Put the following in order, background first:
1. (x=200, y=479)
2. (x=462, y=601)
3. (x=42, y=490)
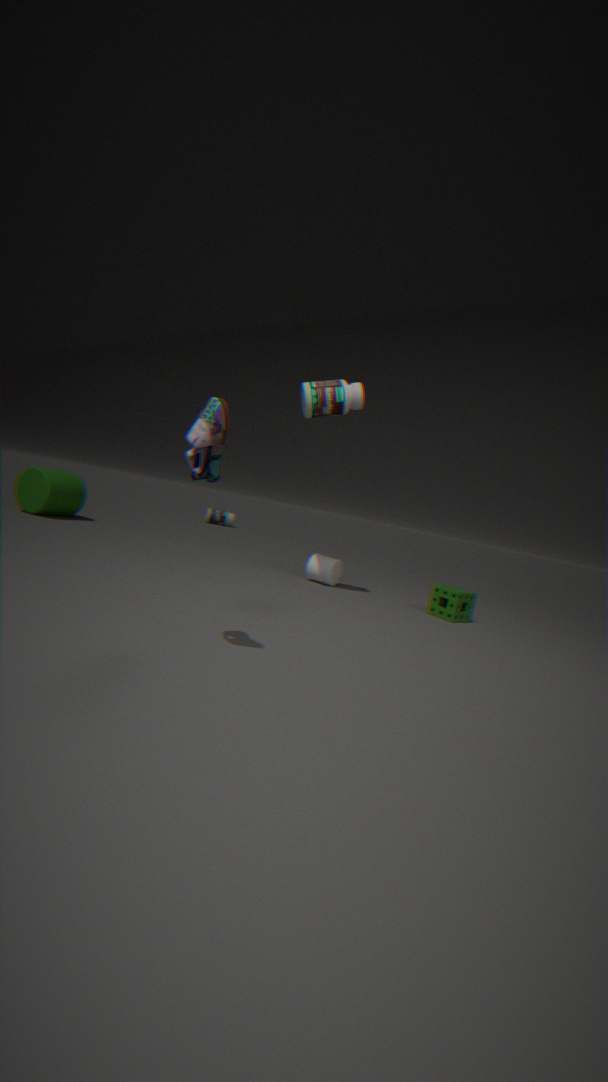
(x=42, y=490)
(x=462, y=601)
(x=200, y=479)
